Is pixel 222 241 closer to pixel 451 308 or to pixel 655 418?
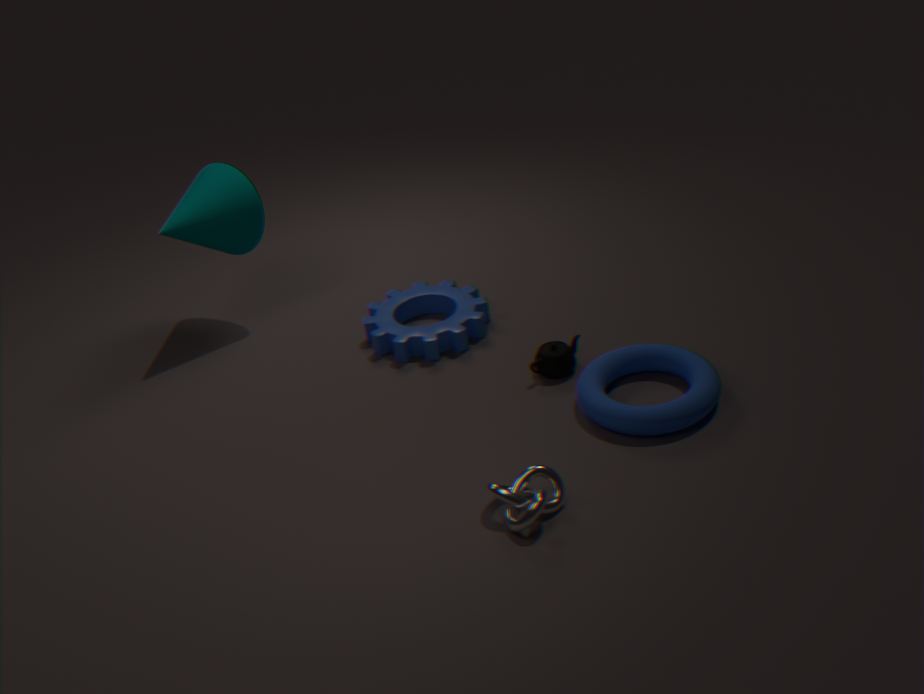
pixel 451 308
